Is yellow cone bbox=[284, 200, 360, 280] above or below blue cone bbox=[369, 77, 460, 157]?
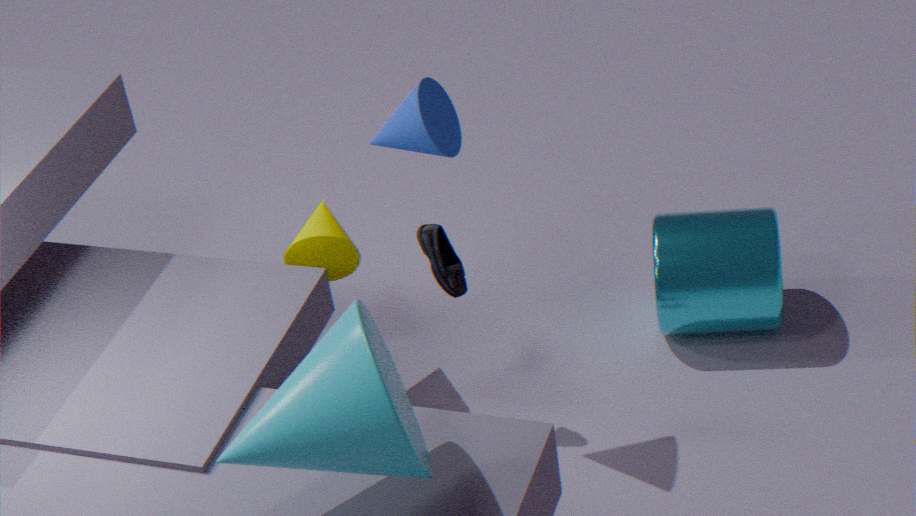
below
